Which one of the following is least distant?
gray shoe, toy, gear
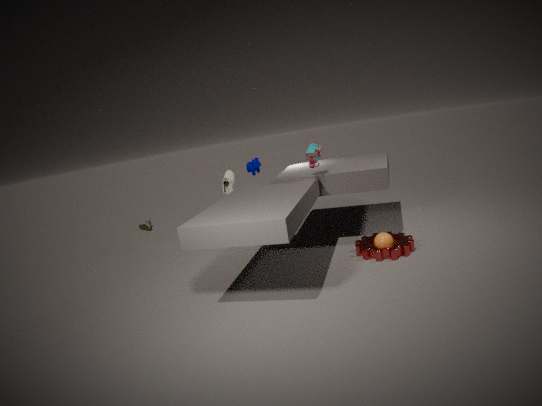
gear
